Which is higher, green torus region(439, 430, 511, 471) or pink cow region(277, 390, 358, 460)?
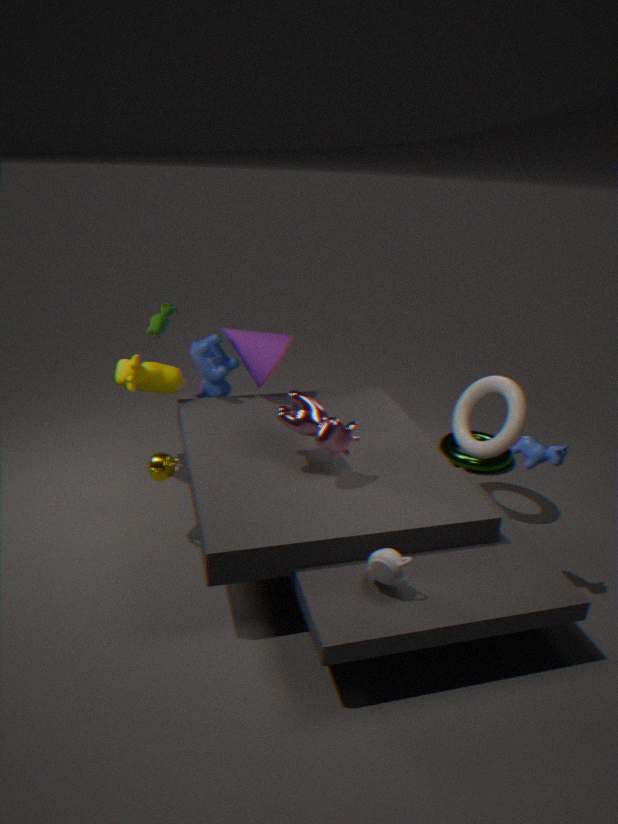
pink cow region(277, 390, 358, 460)
